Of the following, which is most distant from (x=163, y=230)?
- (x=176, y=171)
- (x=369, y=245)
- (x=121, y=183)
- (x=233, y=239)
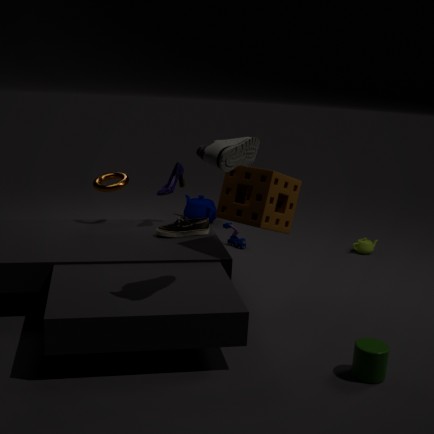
(x=369, y=245)
